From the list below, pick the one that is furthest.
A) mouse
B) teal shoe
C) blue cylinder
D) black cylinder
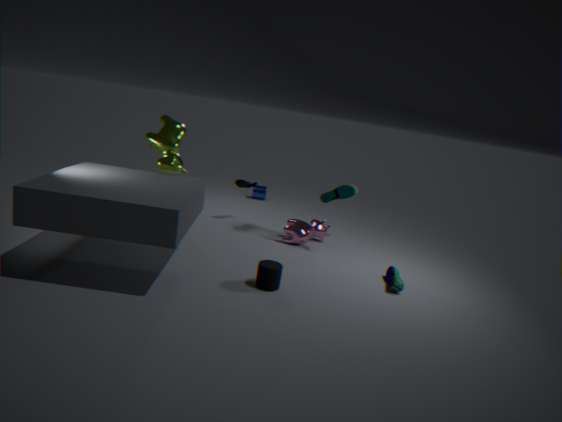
C. blue cylinder
